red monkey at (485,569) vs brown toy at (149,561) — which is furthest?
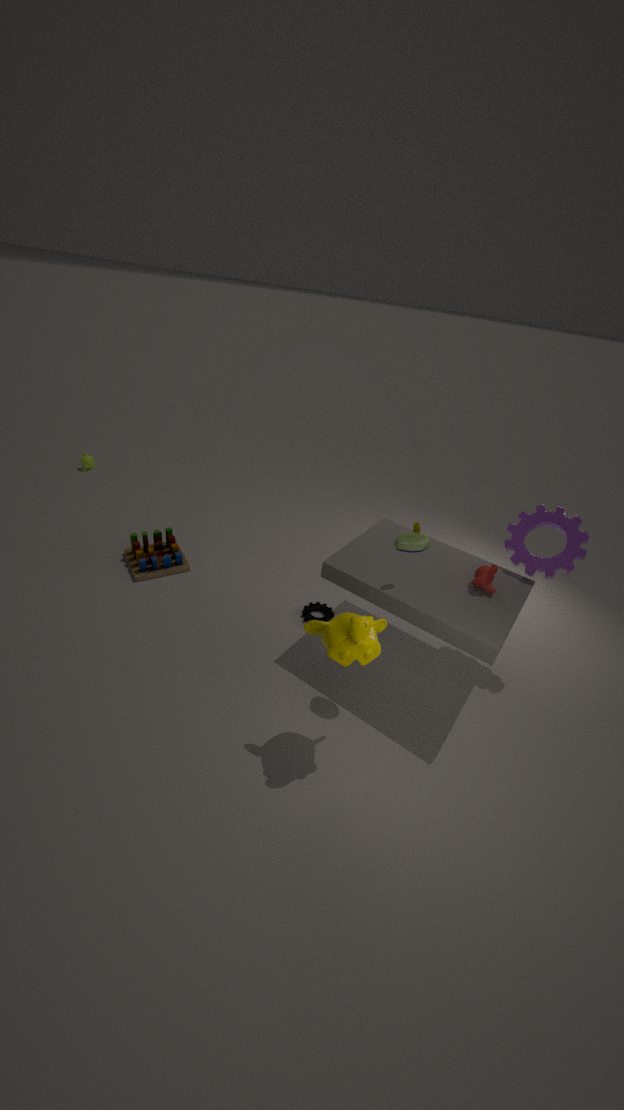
brown toy at (149,561)
